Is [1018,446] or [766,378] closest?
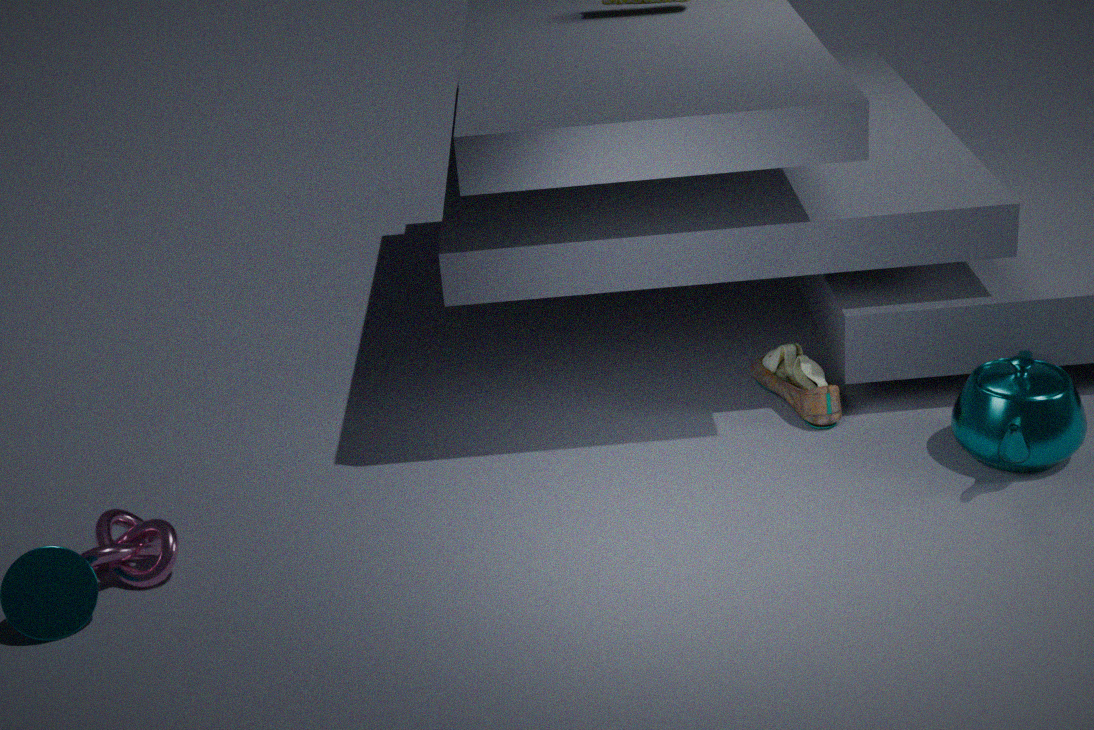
[1018,446]
